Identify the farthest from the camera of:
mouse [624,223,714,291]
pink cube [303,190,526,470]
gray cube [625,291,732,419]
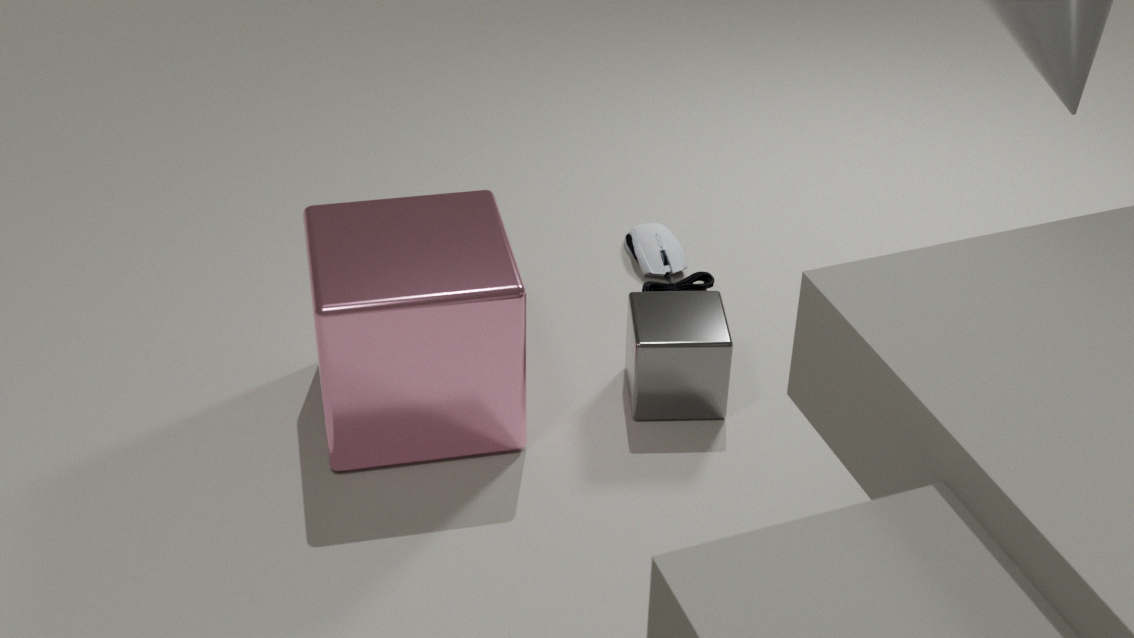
mouse [624,223,714,291]
